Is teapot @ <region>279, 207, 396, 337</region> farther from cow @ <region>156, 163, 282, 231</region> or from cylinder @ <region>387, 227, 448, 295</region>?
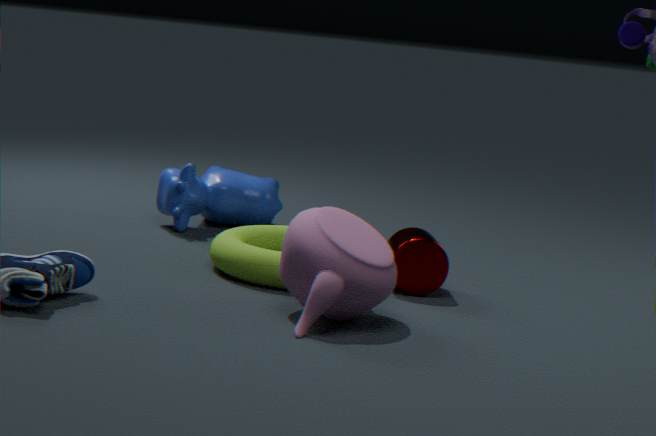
cow @ <region>156, 163, 282, 231</region>
